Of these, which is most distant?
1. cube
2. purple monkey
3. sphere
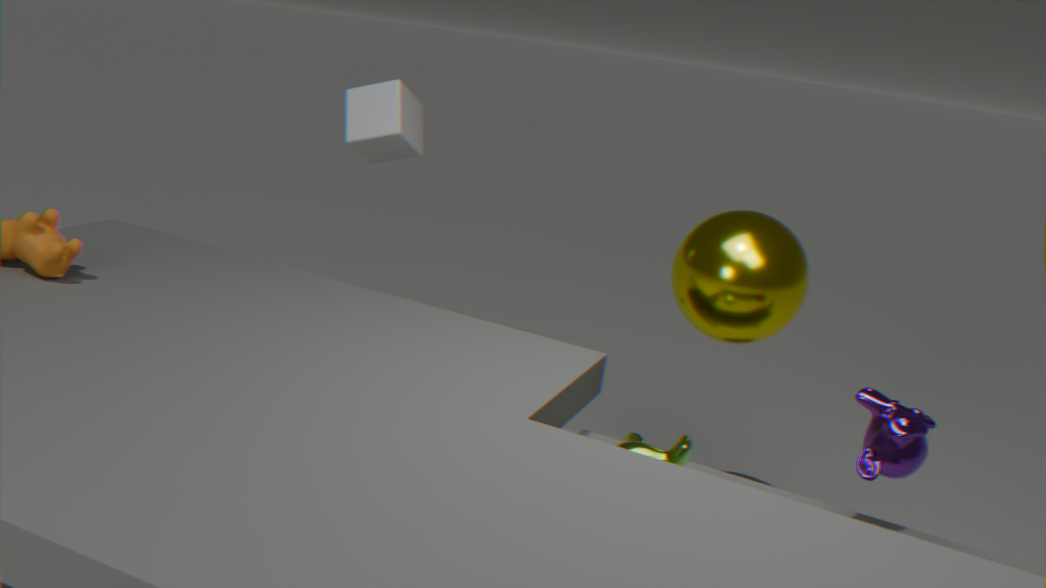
cube
